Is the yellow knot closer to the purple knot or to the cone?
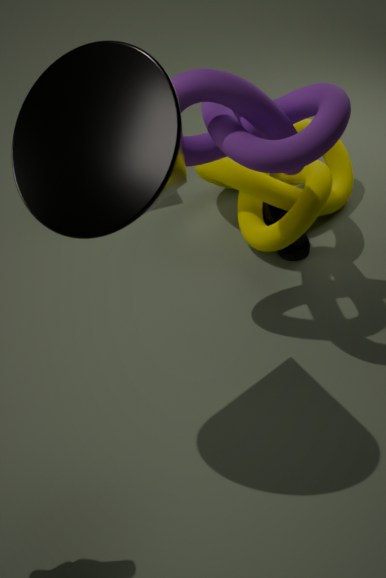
the purple knot
